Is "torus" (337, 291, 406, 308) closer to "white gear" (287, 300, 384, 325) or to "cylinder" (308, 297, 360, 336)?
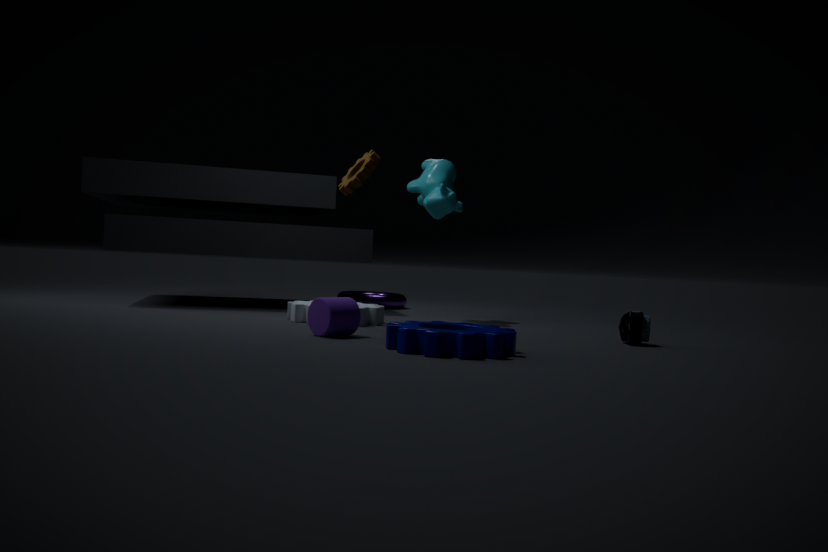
"white gear" (287, 300, 384, 325)
